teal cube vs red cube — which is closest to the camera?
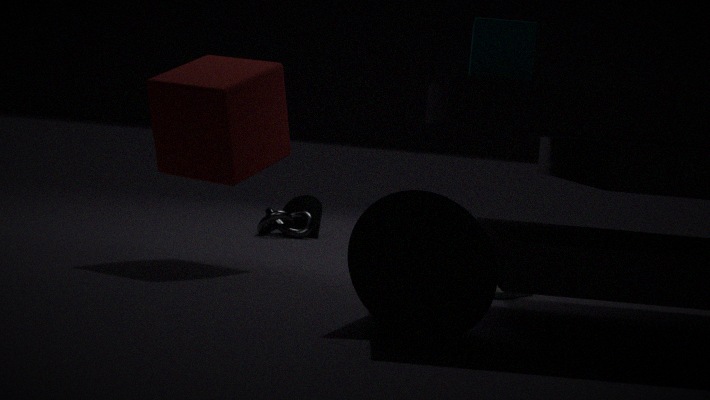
teal cube
